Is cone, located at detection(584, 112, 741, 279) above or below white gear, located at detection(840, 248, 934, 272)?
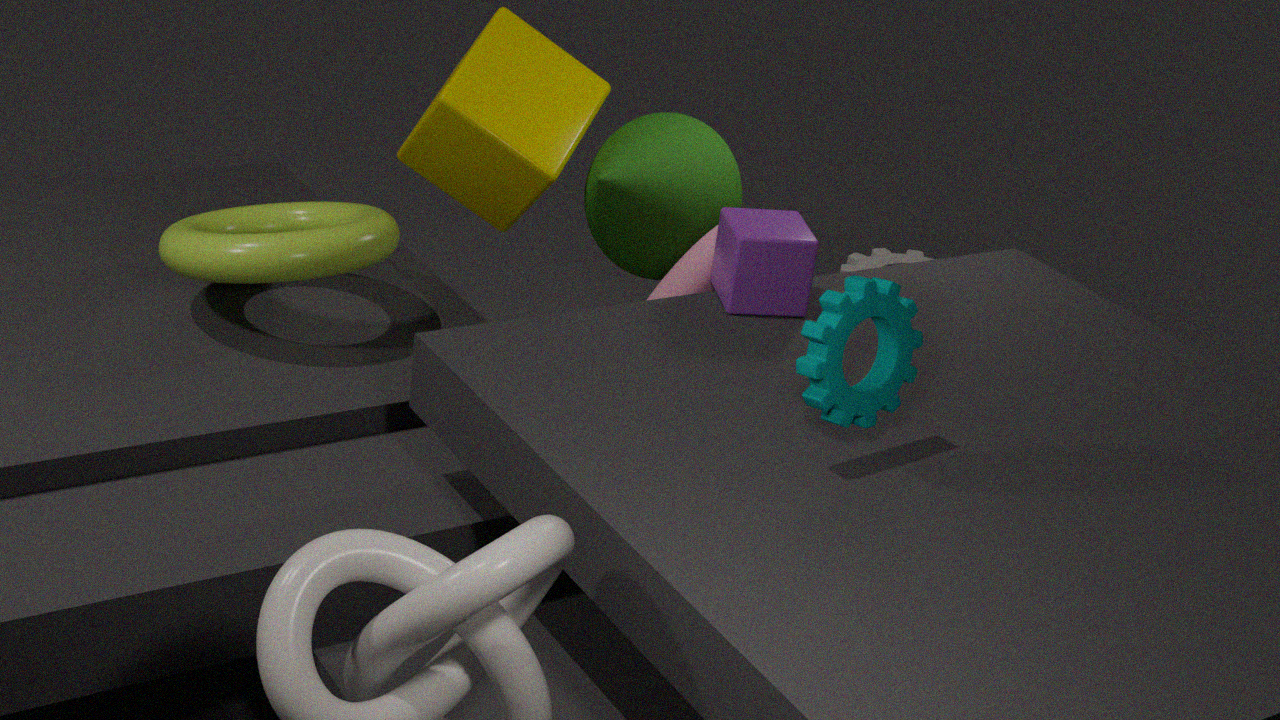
above
